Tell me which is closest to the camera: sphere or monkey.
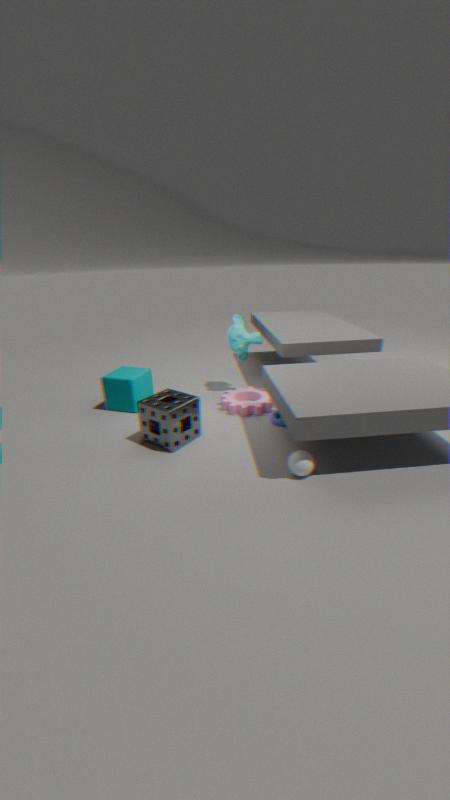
sphere
